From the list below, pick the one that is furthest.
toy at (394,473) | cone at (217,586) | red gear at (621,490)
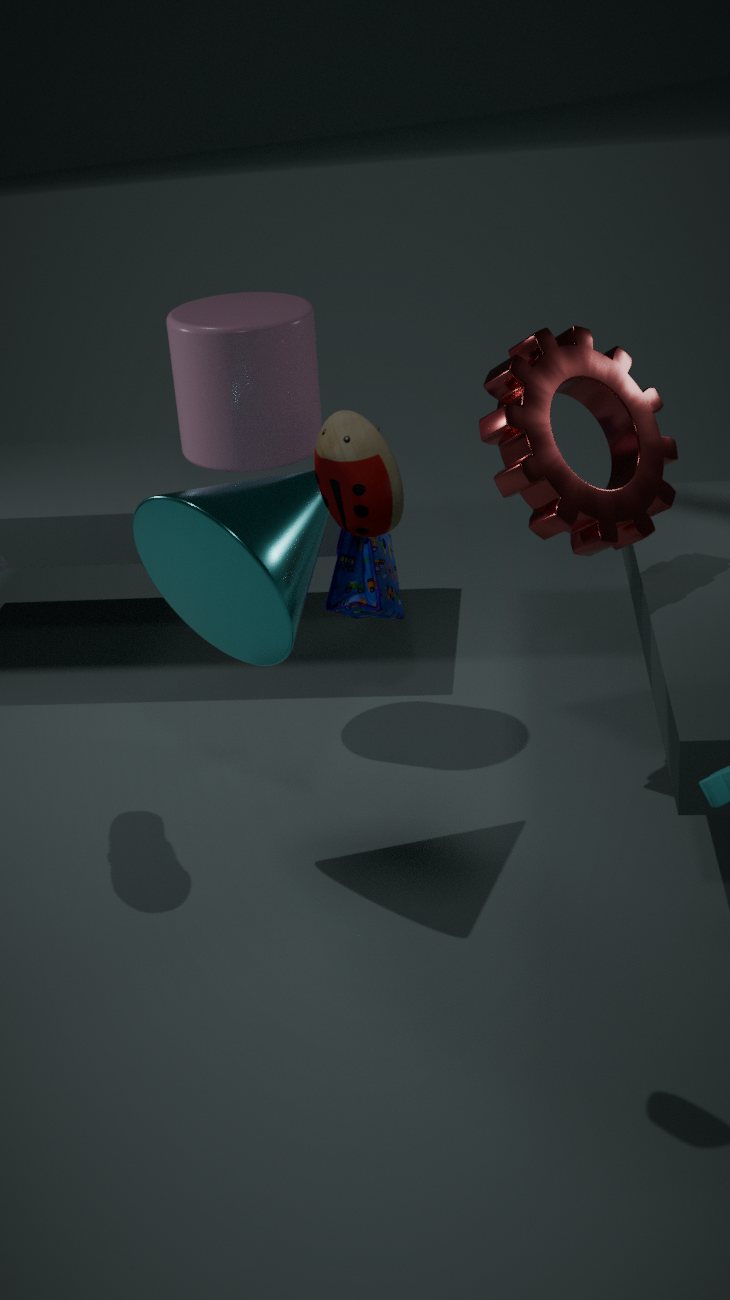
red gear at (621,490)
